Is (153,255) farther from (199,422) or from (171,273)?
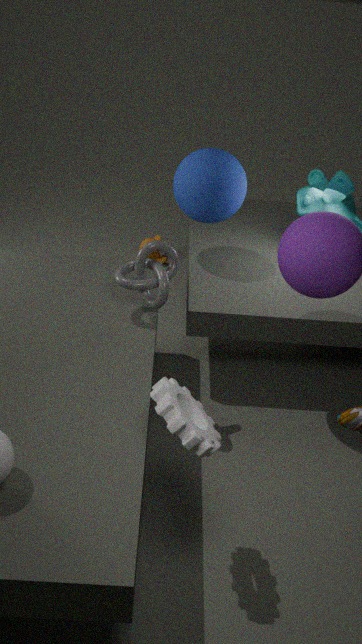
(199,422)
